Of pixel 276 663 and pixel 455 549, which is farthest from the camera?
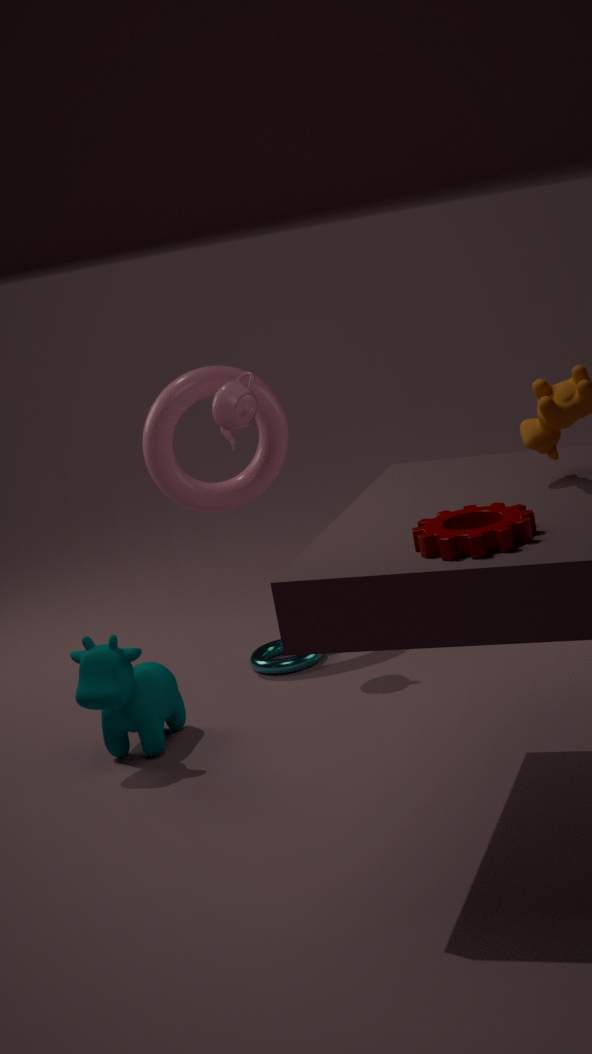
pixel 276 663
